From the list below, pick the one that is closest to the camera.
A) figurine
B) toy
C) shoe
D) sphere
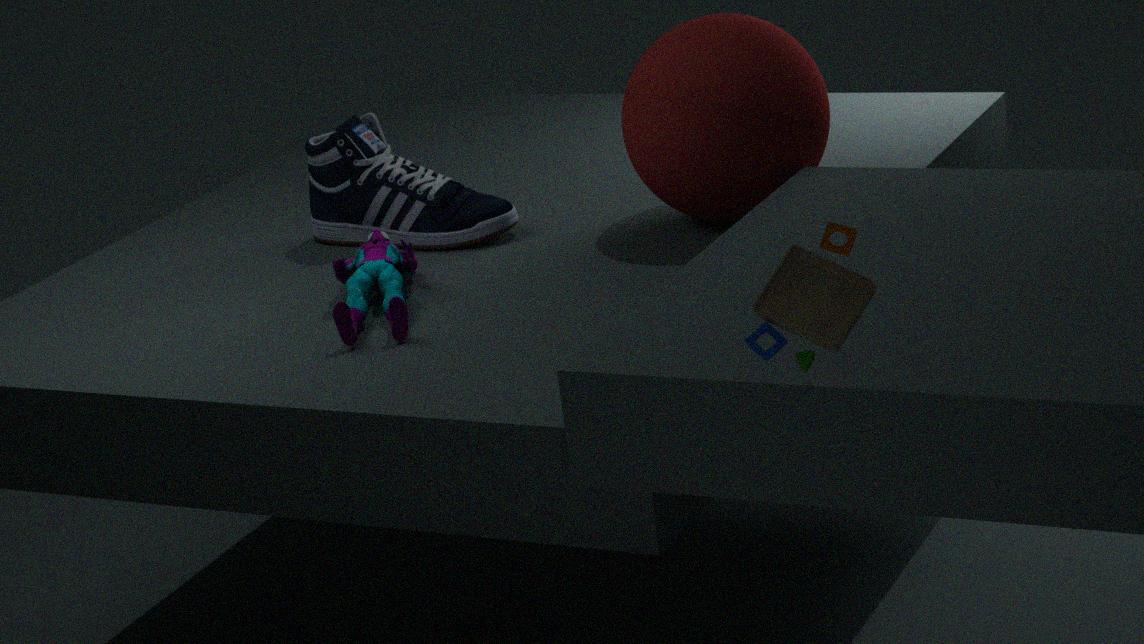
toy
